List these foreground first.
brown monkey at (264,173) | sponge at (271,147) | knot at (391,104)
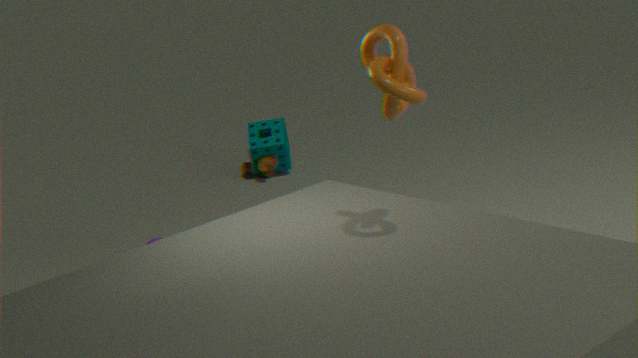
1. knot at (391,104)
2. sponge at (271,147)
3. brown monkey at (264,173)
